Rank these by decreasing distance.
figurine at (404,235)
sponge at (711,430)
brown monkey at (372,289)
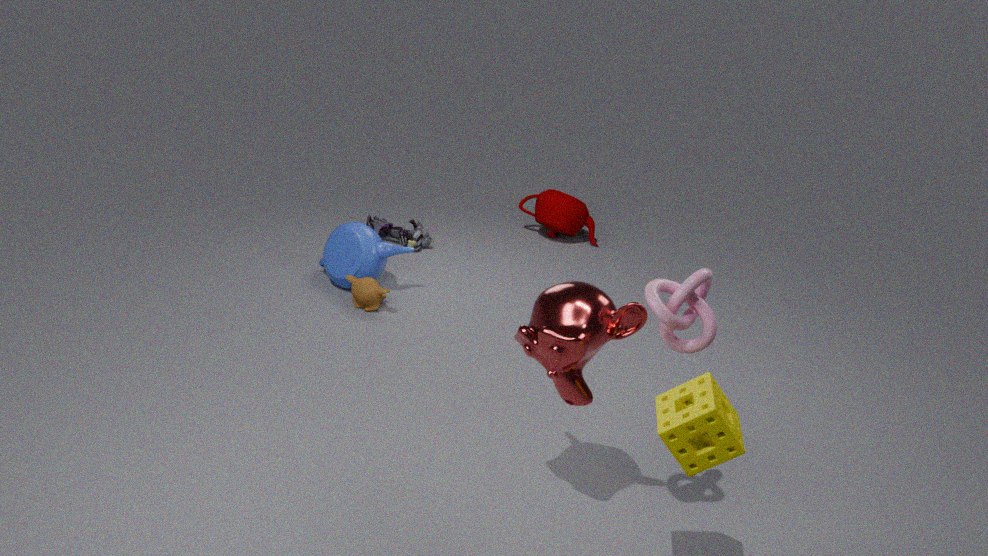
figurine at (404,235) < brown monkey at (372,289) < sponge at (711,430)
